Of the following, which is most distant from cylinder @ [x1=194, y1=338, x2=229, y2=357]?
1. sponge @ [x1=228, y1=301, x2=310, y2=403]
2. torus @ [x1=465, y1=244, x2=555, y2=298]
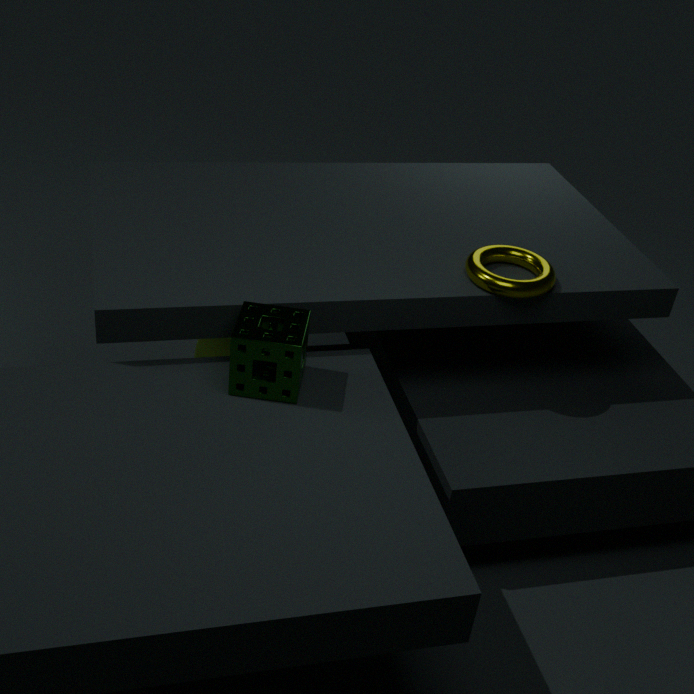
torus @ [x1=465, y1=244, x2=555, y2=298]
